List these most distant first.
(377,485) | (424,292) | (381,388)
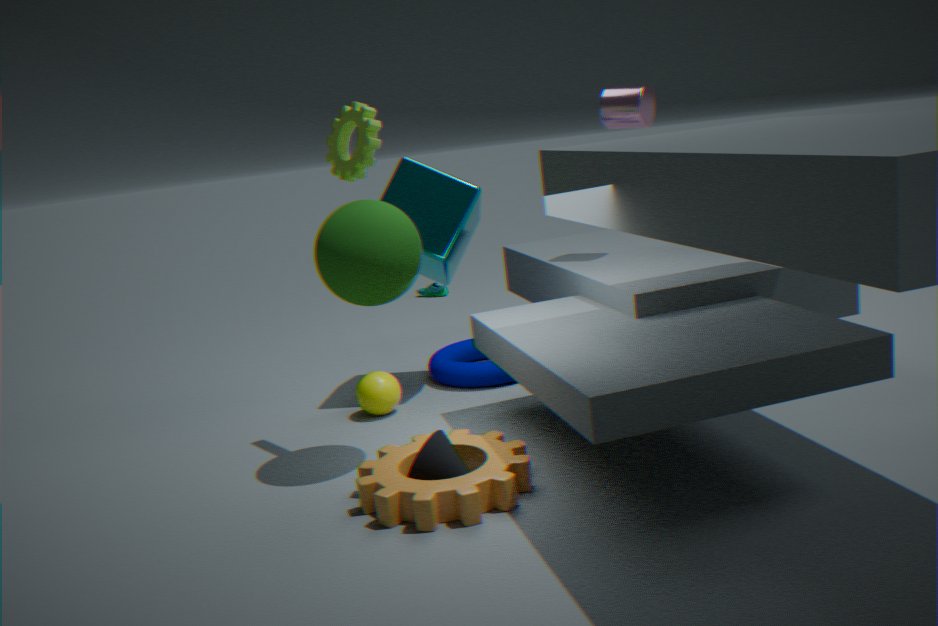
(424,292), (381,388), (377,485)
